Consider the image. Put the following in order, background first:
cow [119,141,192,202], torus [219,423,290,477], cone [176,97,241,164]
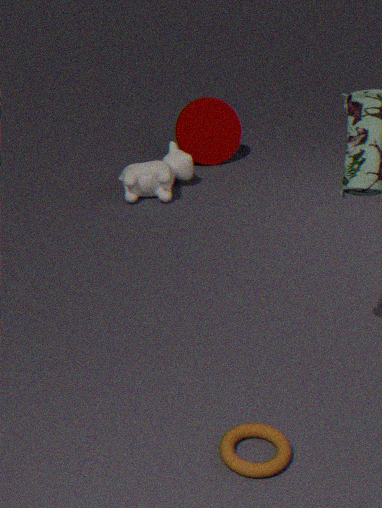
cone [176,97,241,164], cow [119,141,192,202], torus [219,423,290,477]
